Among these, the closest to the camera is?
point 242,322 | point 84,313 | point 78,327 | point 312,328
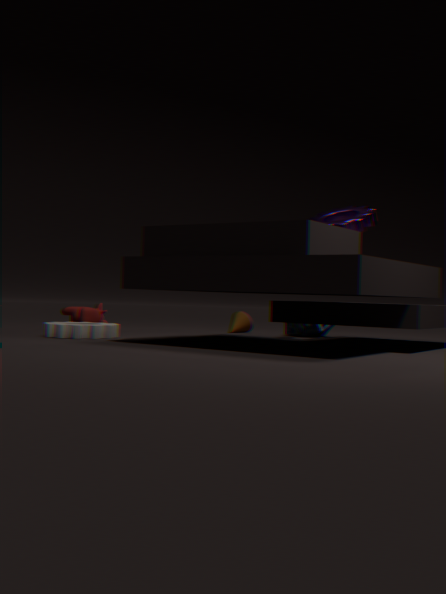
point 78,327
